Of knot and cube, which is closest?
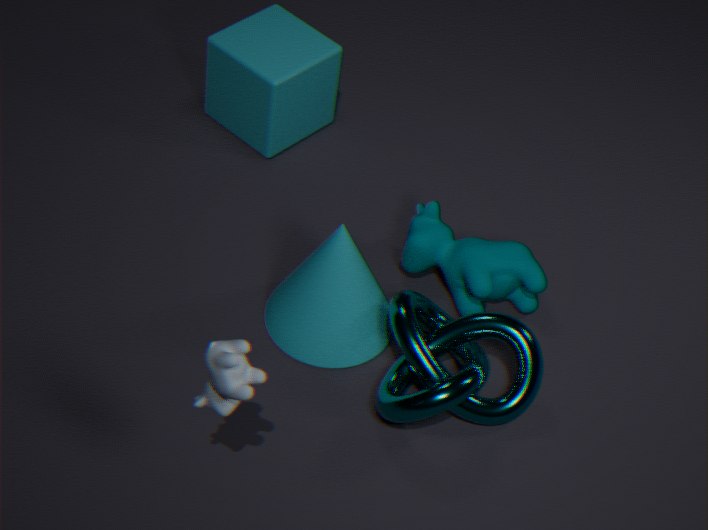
knot
